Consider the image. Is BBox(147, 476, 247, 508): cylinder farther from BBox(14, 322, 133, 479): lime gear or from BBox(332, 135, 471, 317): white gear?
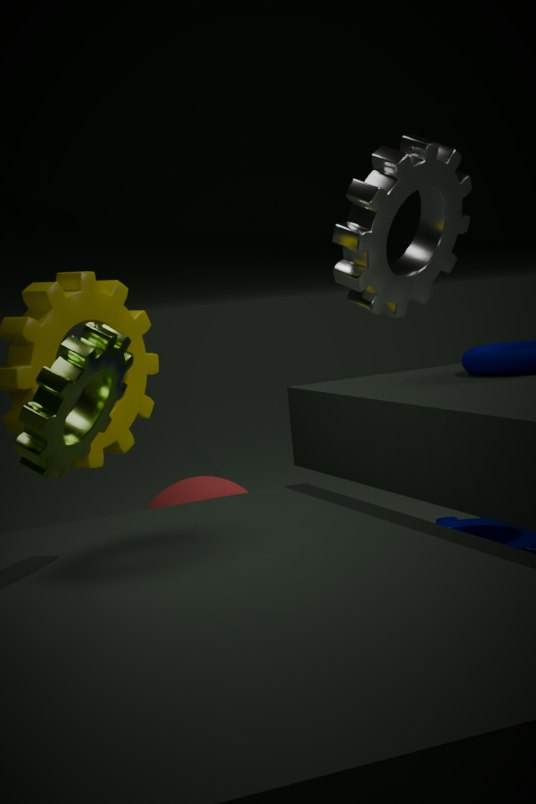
BBox(14, 322, 133, 479): lime gear
